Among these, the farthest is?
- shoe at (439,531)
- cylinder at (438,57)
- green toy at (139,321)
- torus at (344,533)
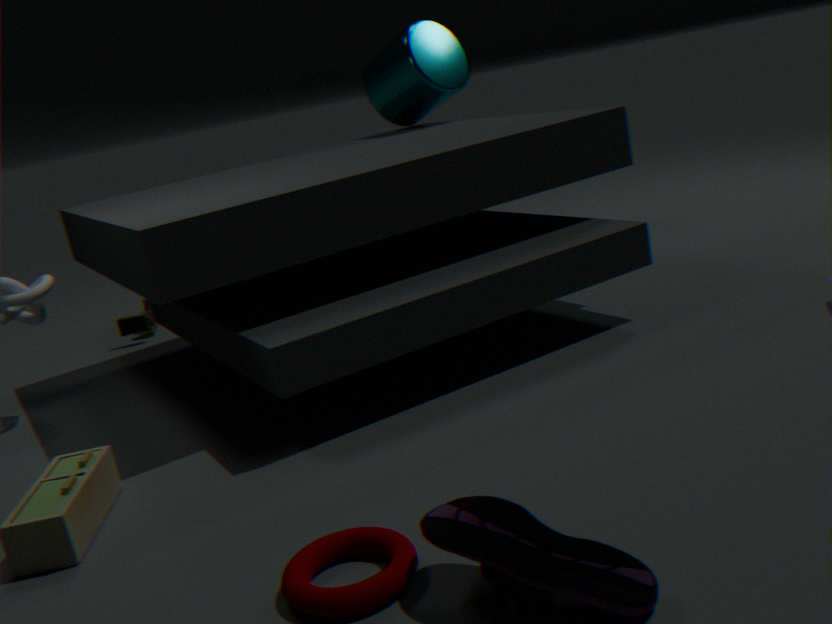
Answer: green toy at (139,321)
